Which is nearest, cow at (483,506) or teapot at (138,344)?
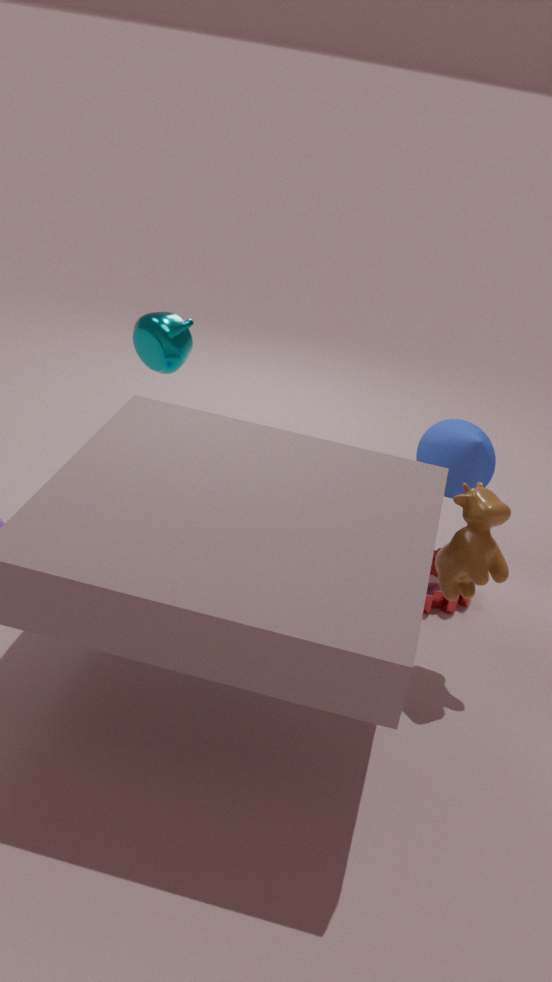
cow at (483,506)
